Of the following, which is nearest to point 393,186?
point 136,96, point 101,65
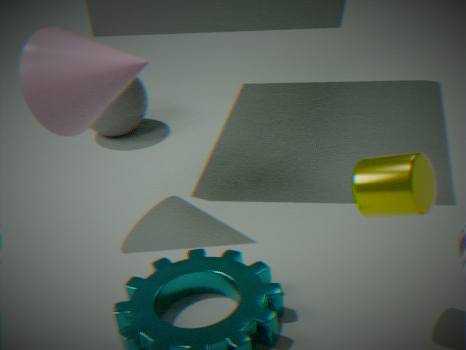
point 101,65
